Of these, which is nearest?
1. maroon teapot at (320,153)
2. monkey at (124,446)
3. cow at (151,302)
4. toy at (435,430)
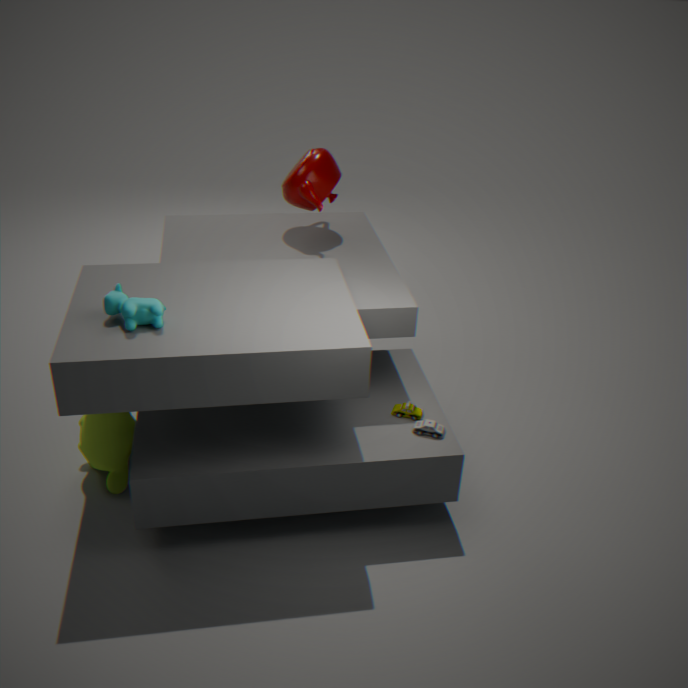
cow at (151,302)
